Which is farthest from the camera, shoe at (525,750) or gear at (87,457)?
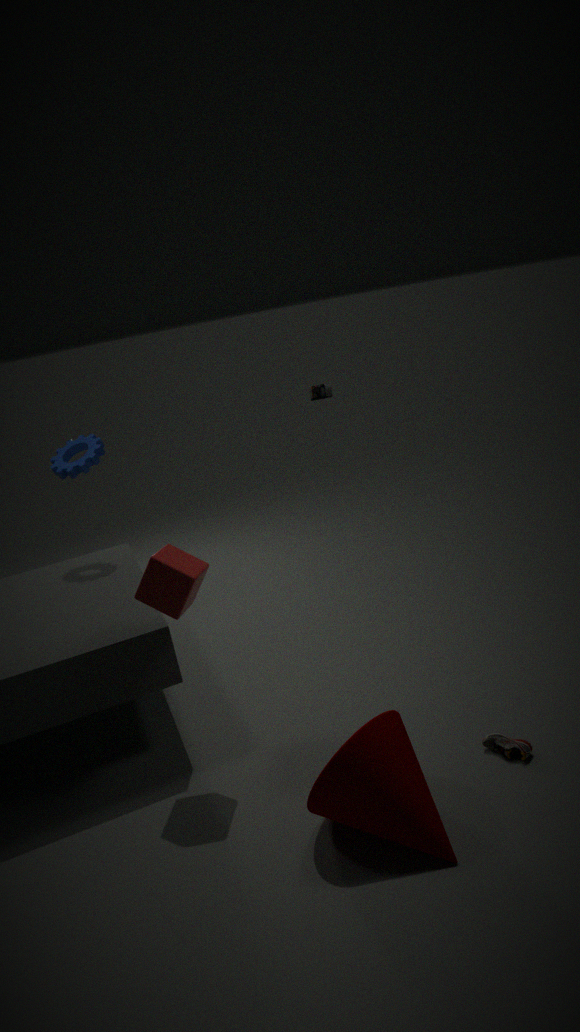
gear at (87,457)
